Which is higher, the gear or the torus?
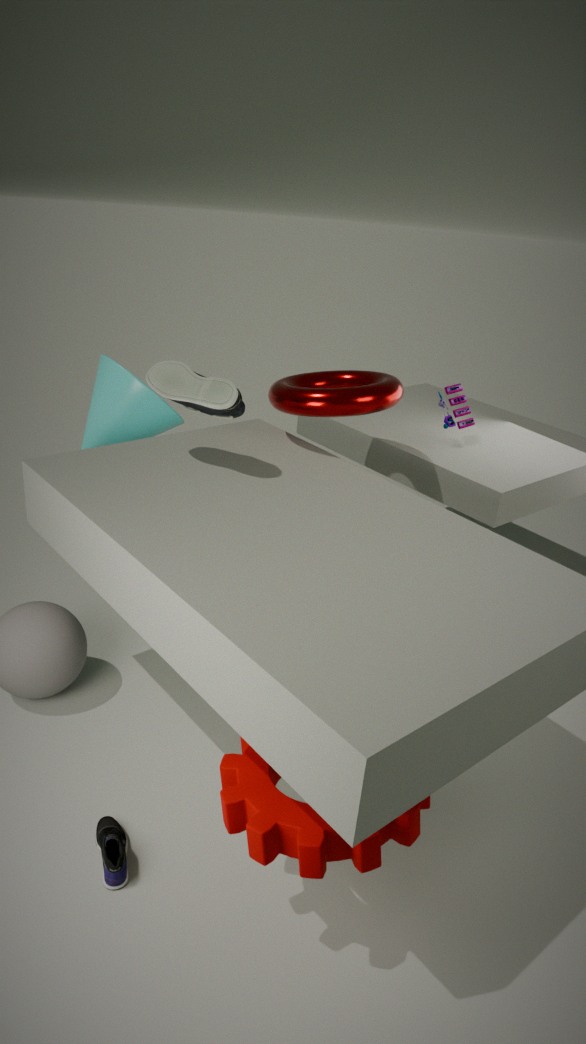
the torus
